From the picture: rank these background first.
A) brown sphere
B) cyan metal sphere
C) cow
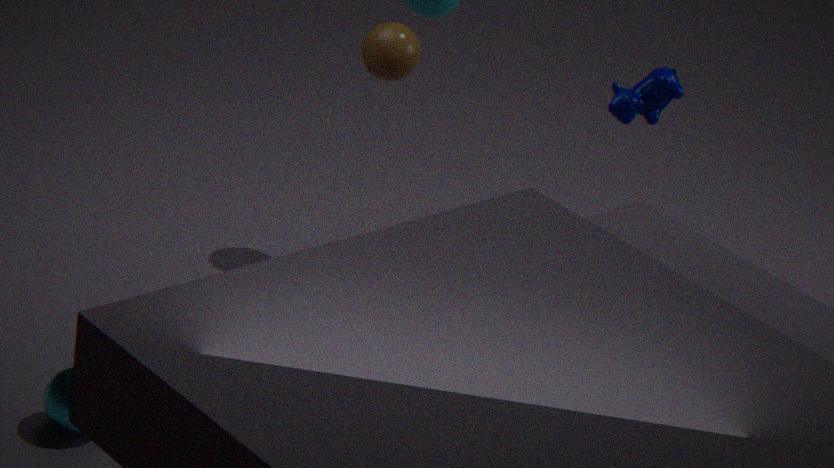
brown sphere
cow
cyan metal sphere
